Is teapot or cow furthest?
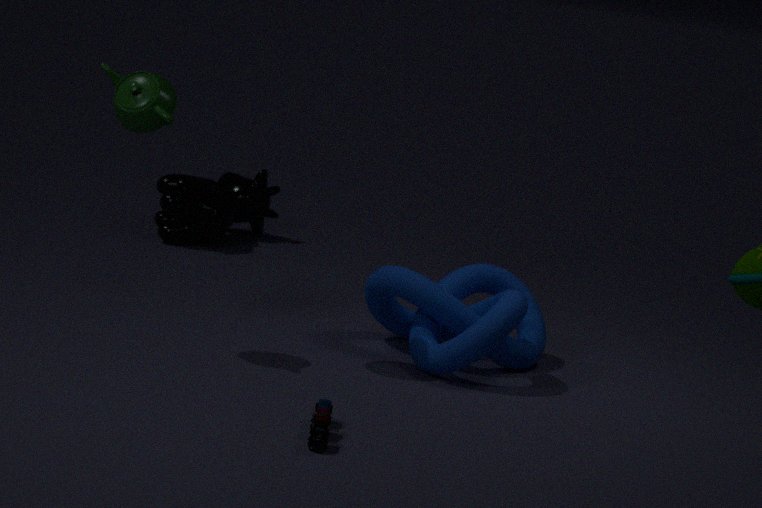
cow
